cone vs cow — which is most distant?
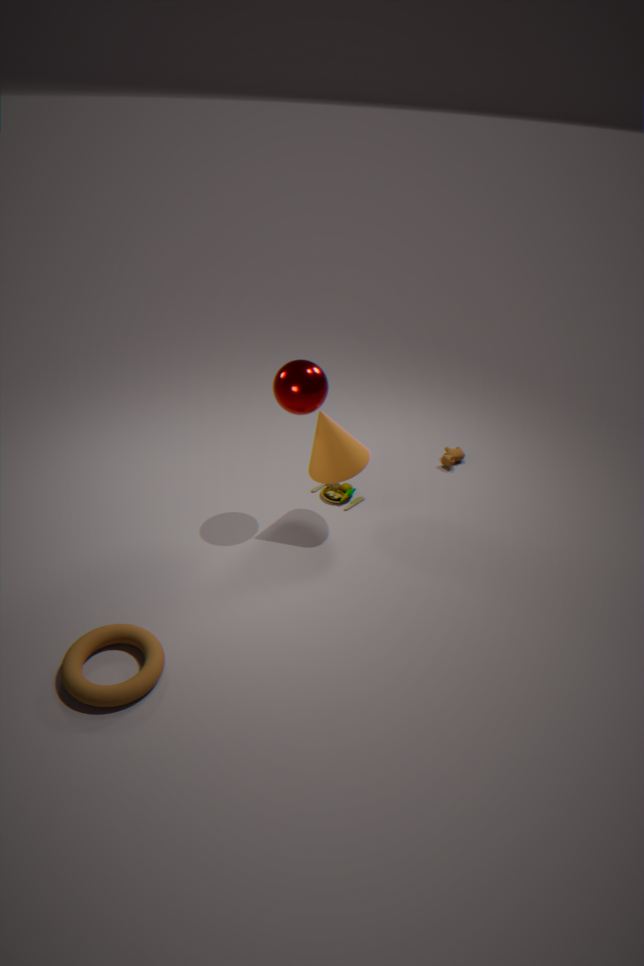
cow
